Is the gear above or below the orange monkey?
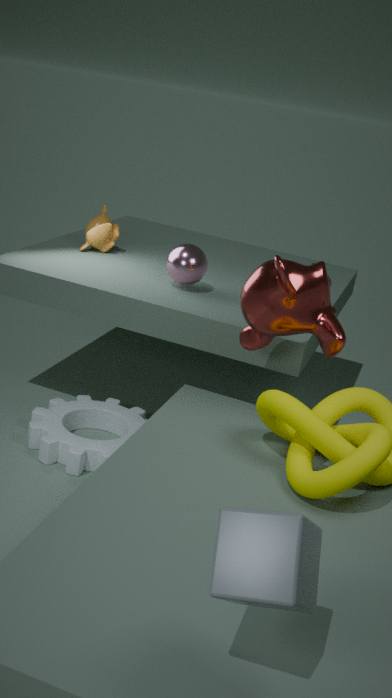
below
